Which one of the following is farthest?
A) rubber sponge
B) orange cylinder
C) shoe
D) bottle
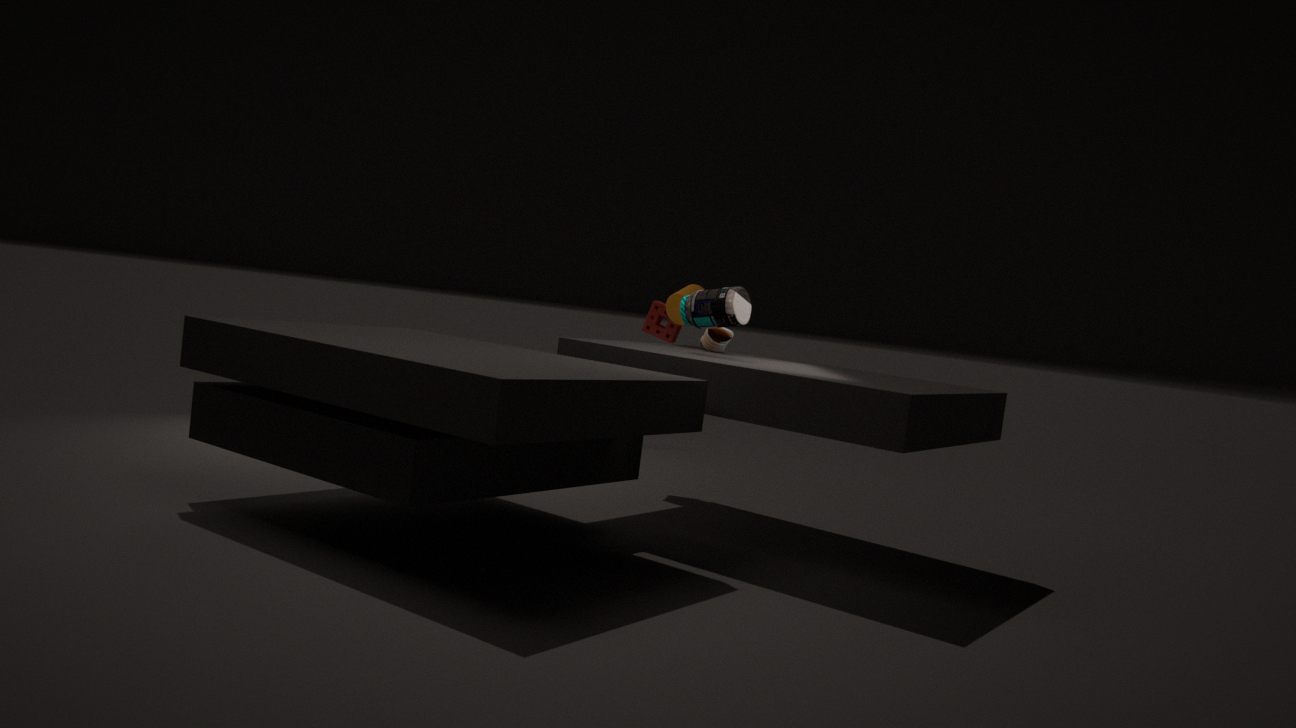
rubber sponge
